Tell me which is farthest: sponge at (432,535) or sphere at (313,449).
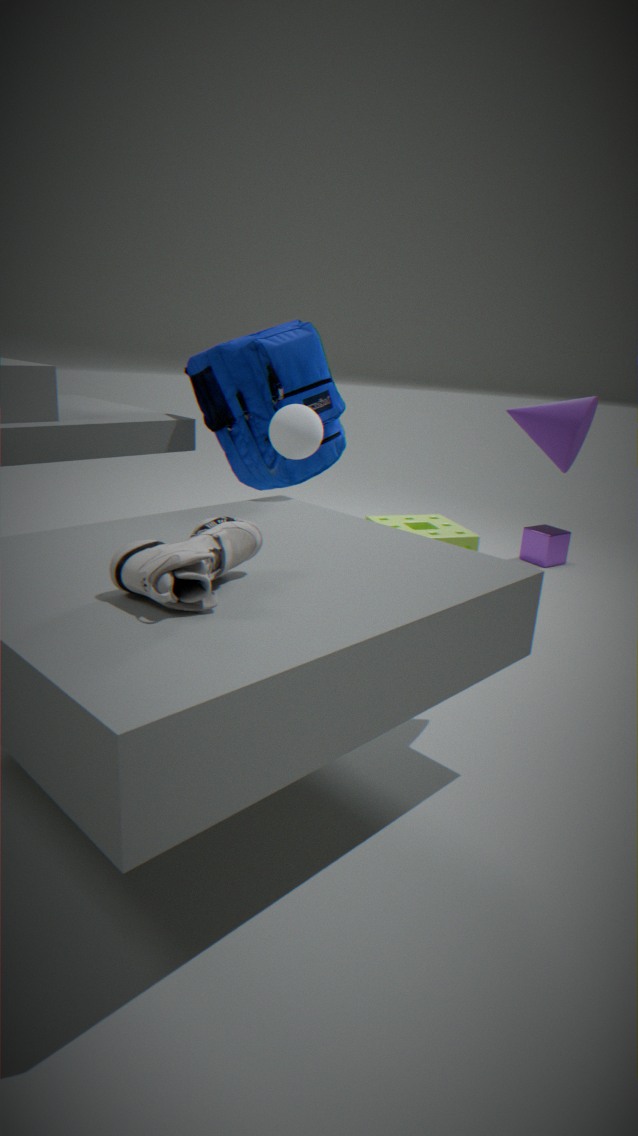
sponge at (432,535)
